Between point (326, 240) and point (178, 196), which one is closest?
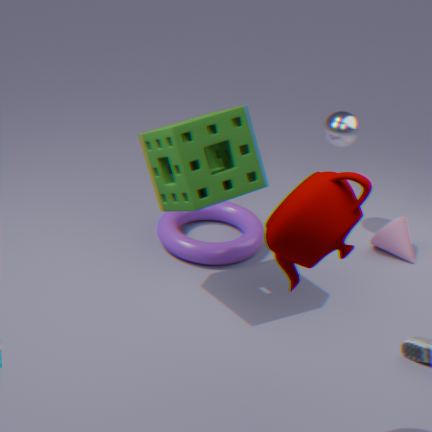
point (326, 240)
